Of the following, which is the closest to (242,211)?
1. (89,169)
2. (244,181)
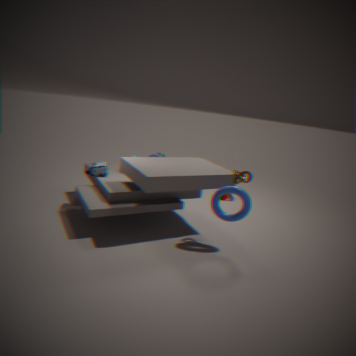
(244,181)
